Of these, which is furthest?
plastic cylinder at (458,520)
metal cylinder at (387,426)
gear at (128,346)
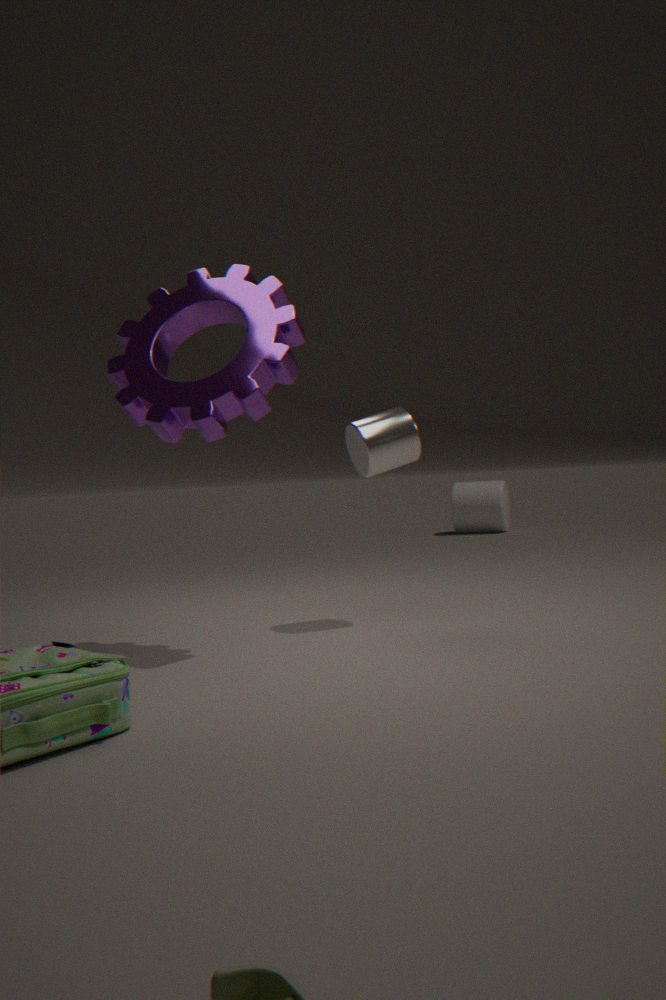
plastic cylinder at (458,520)
